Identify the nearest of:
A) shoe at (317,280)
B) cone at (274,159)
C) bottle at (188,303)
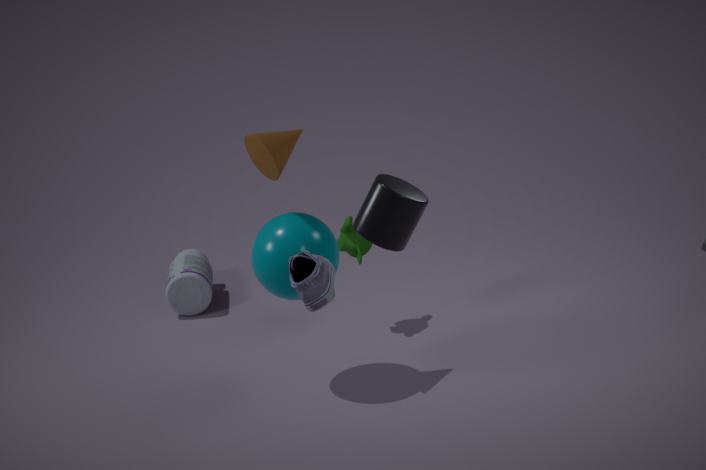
shoe at (317,280)
